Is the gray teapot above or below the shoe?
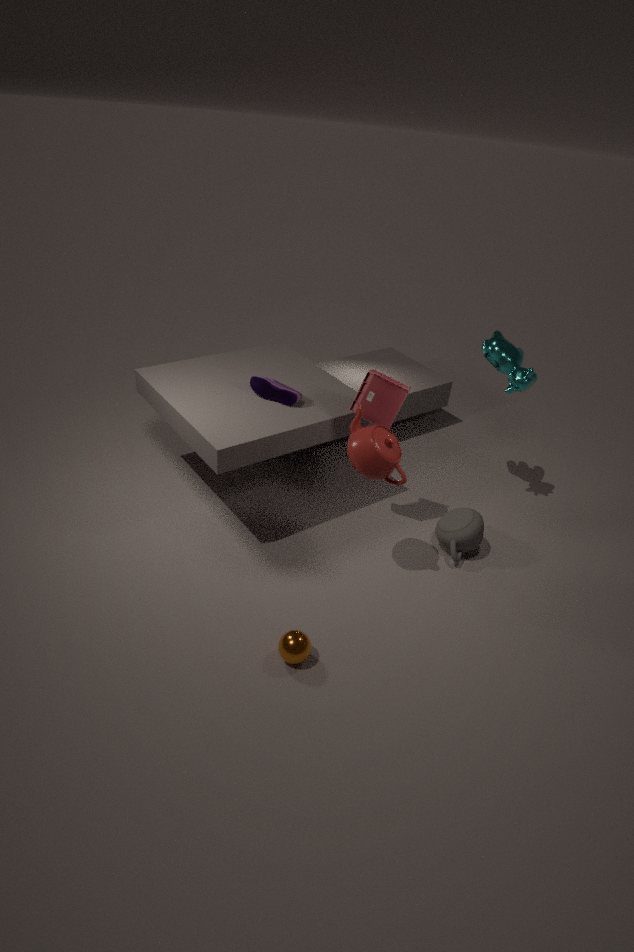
below
